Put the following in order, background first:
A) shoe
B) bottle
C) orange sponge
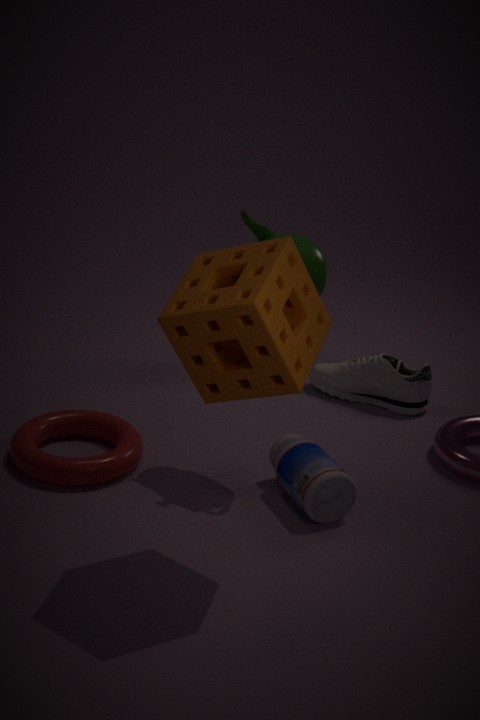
shoe
bottle
orange sponge
